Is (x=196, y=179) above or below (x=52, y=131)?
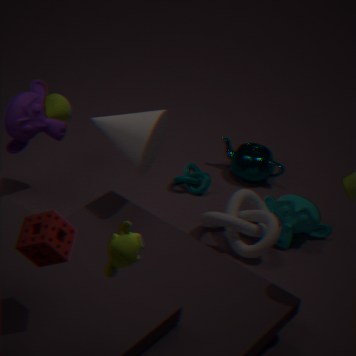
below
